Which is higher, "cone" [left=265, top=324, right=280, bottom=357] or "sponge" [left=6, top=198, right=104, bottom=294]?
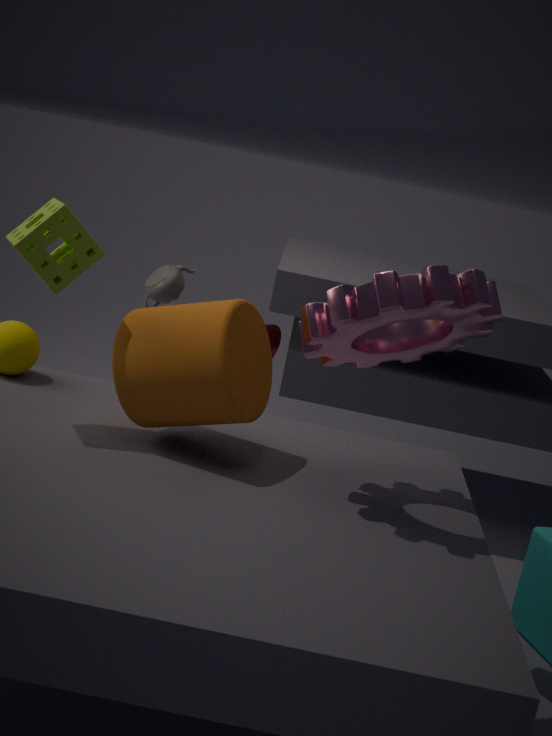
"sponge" [left=6, top=198, right=104, bottom=294]
